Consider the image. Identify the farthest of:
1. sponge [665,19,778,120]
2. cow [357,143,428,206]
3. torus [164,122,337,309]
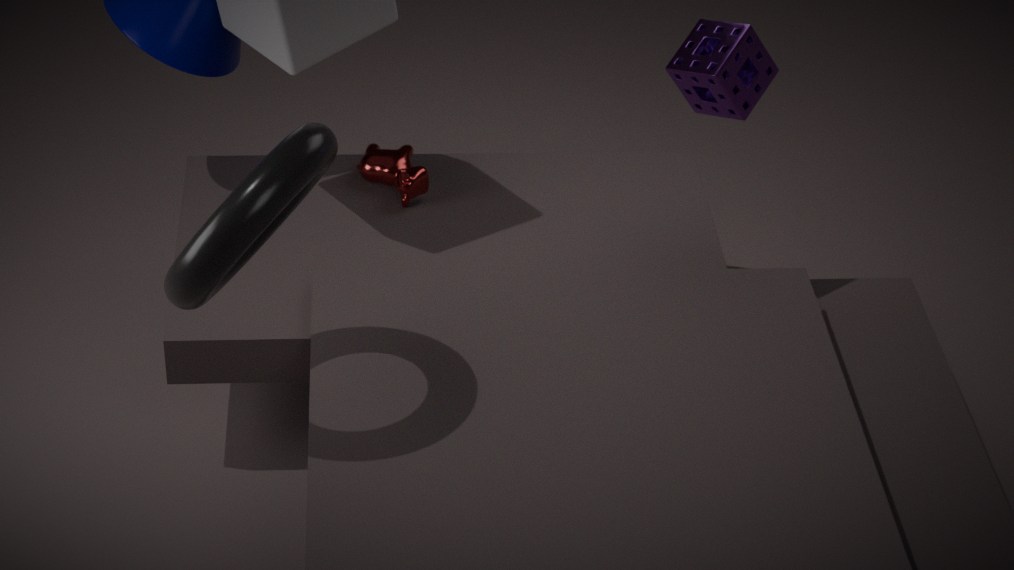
cow [357,143,428,206]
